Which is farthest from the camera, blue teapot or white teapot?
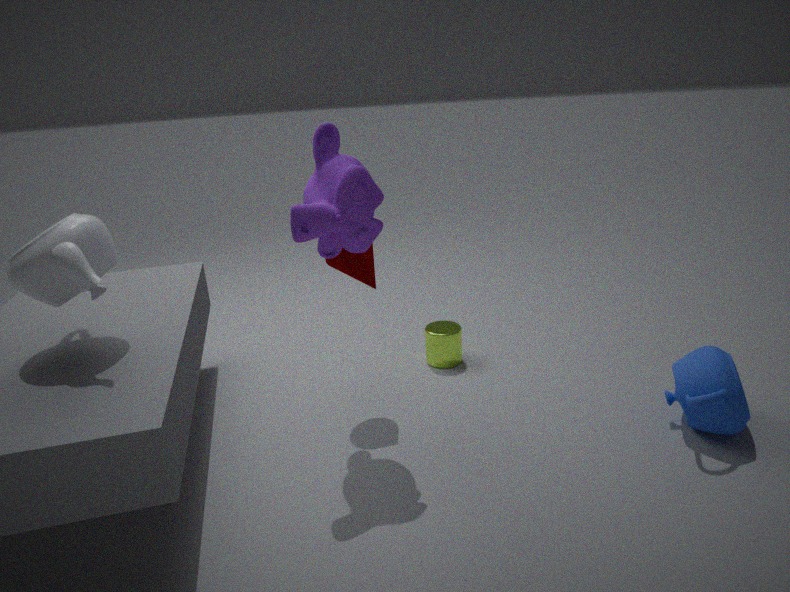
blue teapot
